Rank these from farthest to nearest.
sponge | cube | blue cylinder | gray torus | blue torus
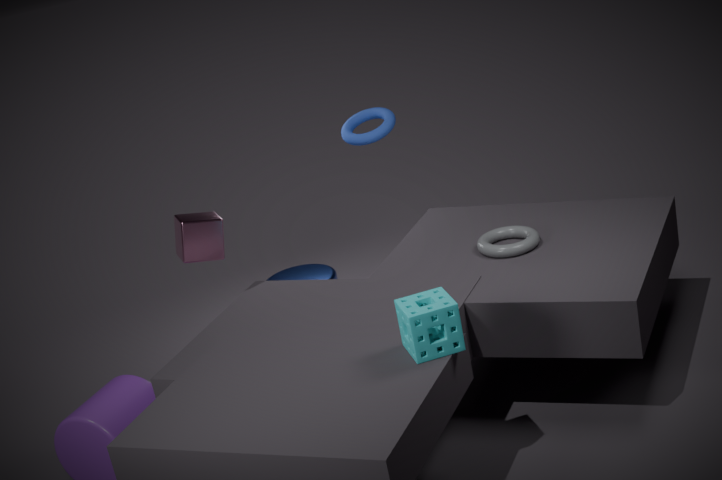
blue cylinder < blue torus < cube < gray torus < sponge
